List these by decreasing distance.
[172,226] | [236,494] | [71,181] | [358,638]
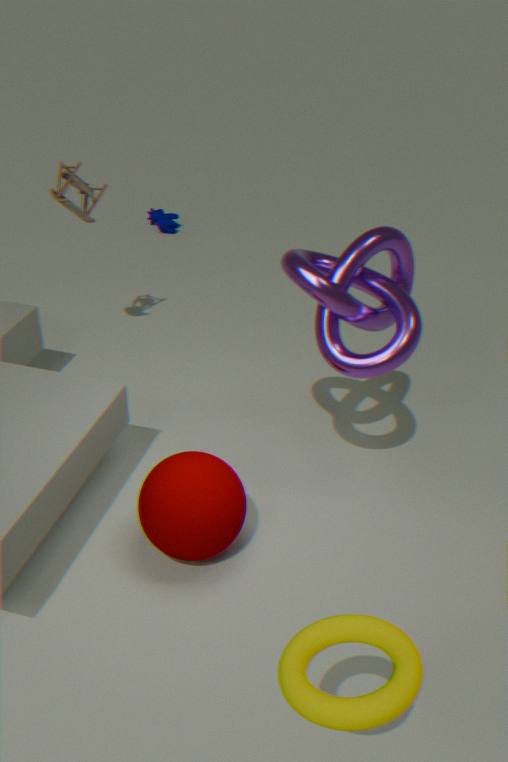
[172,226] → [71,181] → [236,494] → [358,638]
